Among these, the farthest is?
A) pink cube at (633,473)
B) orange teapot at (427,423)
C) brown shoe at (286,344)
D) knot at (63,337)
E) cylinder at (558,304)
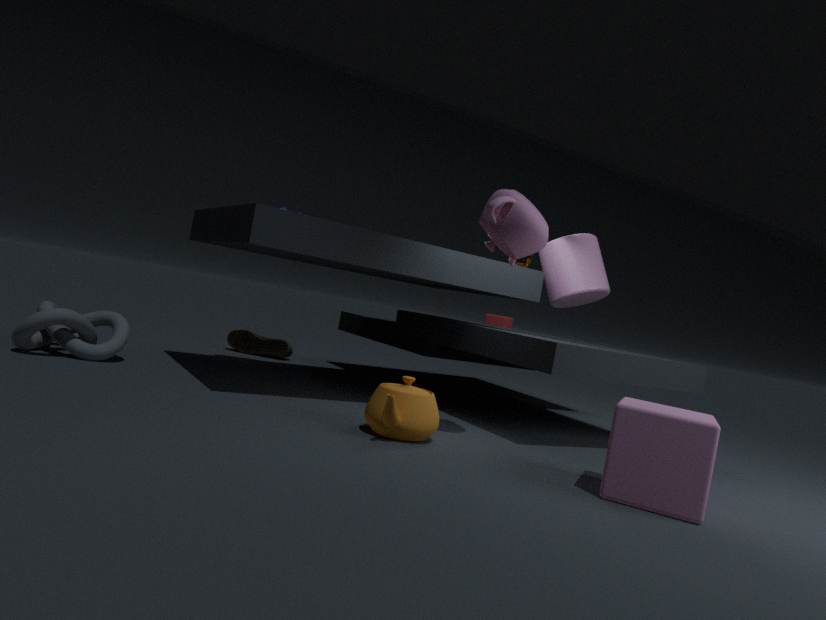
brown shoe at (286,344)
